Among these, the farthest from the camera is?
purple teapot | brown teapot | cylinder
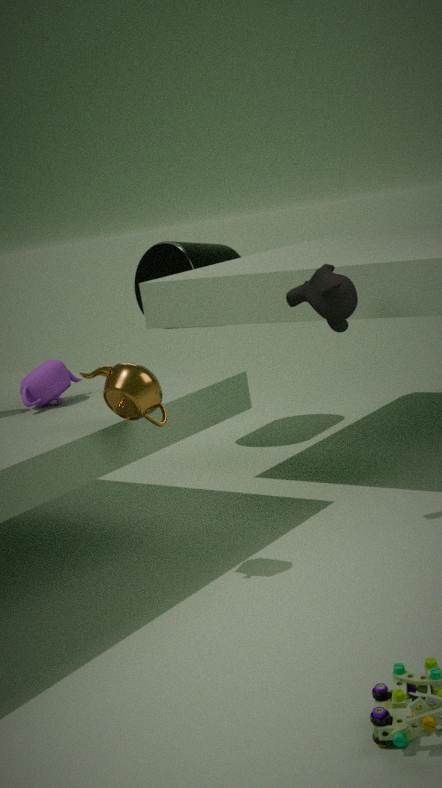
cylinder
